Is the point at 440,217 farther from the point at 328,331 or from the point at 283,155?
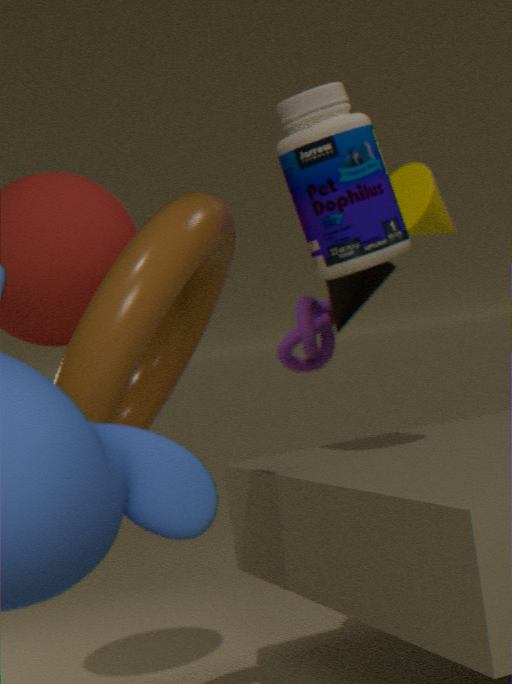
the point at 283,155
